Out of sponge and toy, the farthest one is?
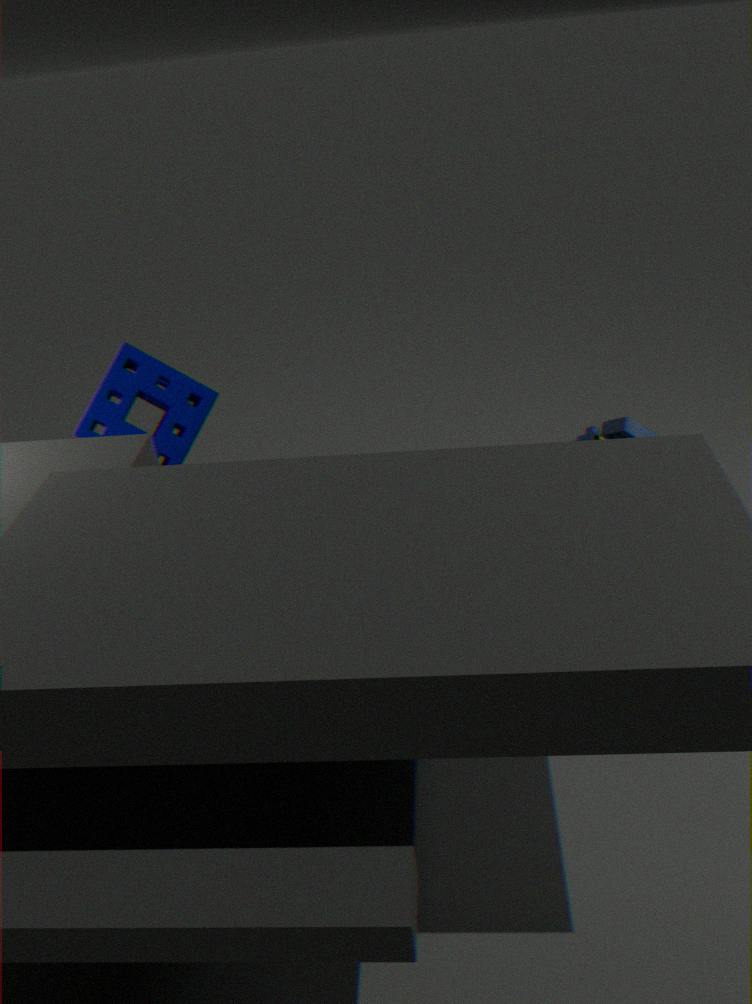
sponge
